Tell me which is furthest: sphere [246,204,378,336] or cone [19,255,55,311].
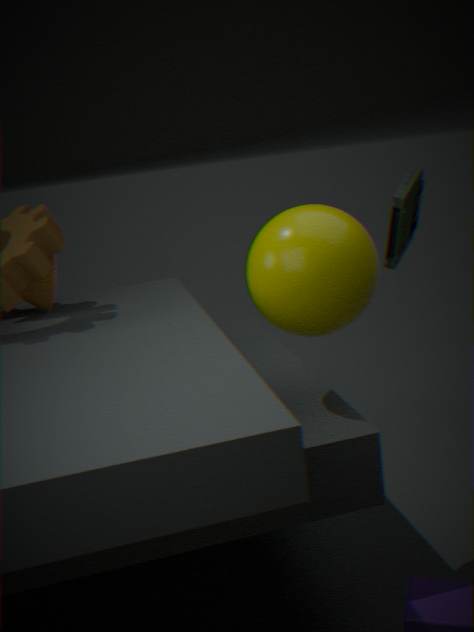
cone [19,255,55,311]
